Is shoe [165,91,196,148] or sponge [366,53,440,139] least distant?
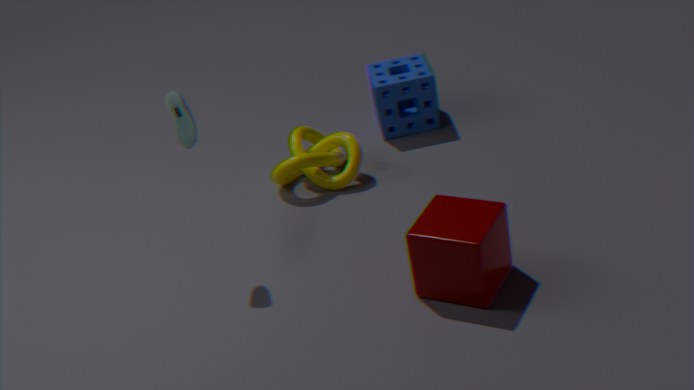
shoe [165,91,196,148]
